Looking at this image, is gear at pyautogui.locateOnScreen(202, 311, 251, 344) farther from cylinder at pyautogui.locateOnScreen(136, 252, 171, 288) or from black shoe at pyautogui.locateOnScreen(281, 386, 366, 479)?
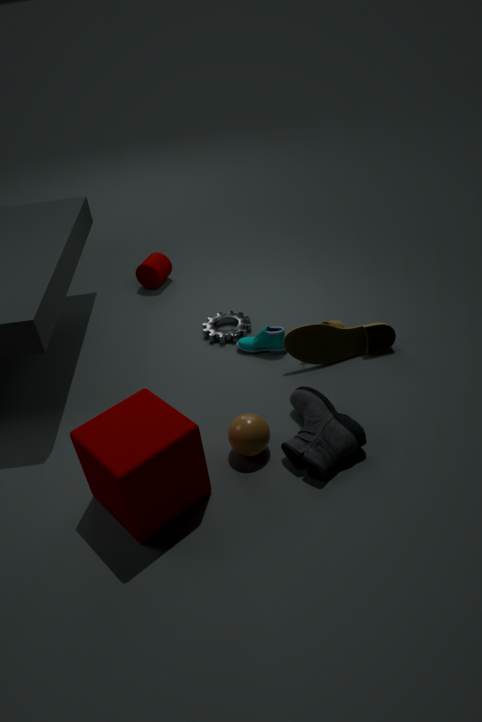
black shoe at pyautogui.locateOnScreen(281, 386, 366, 479)
